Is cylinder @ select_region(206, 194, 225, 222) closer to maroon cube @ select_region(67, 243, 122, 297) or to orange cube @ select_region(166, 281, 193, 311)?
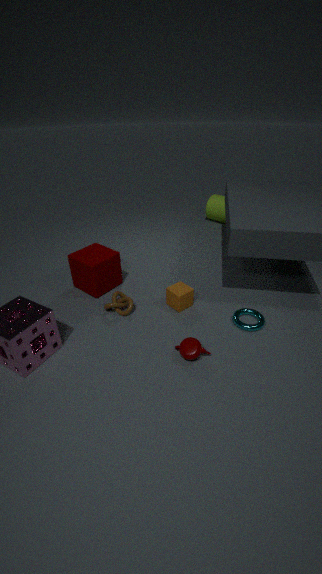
orange cube @ select_region(166, 281, 193, 311)
